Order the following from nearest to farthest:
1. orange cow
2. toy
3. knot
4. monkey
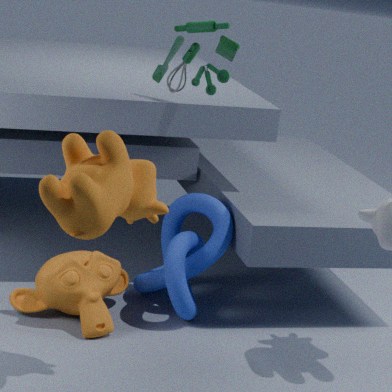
1. orange cow
2. monkey
3. knot
4. toy
